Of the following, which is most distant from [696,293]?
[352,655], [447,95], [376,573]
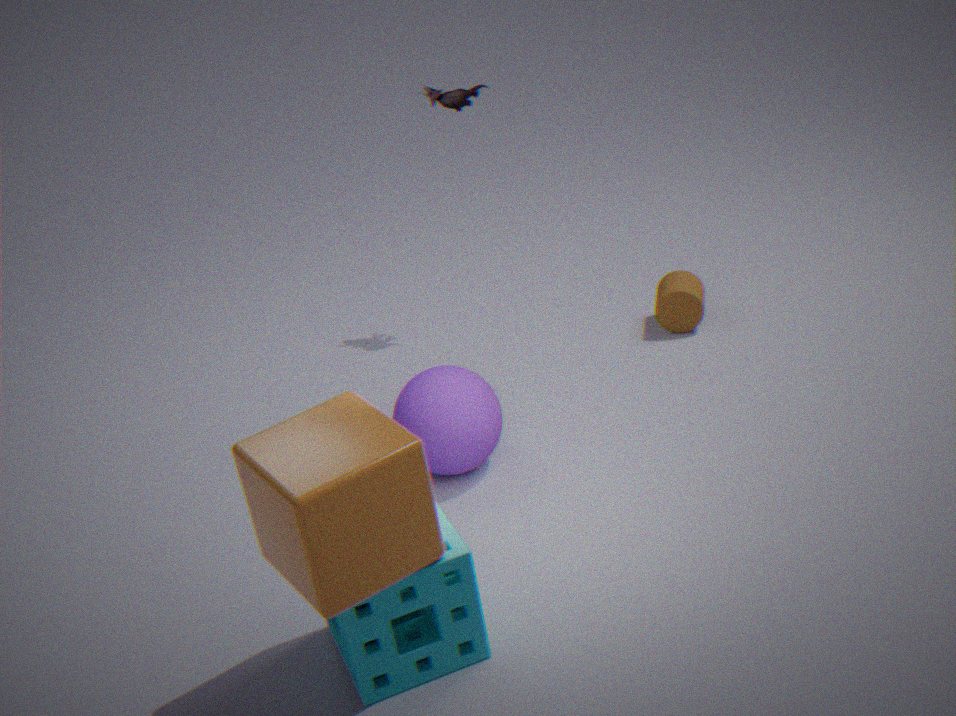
[376,573]
